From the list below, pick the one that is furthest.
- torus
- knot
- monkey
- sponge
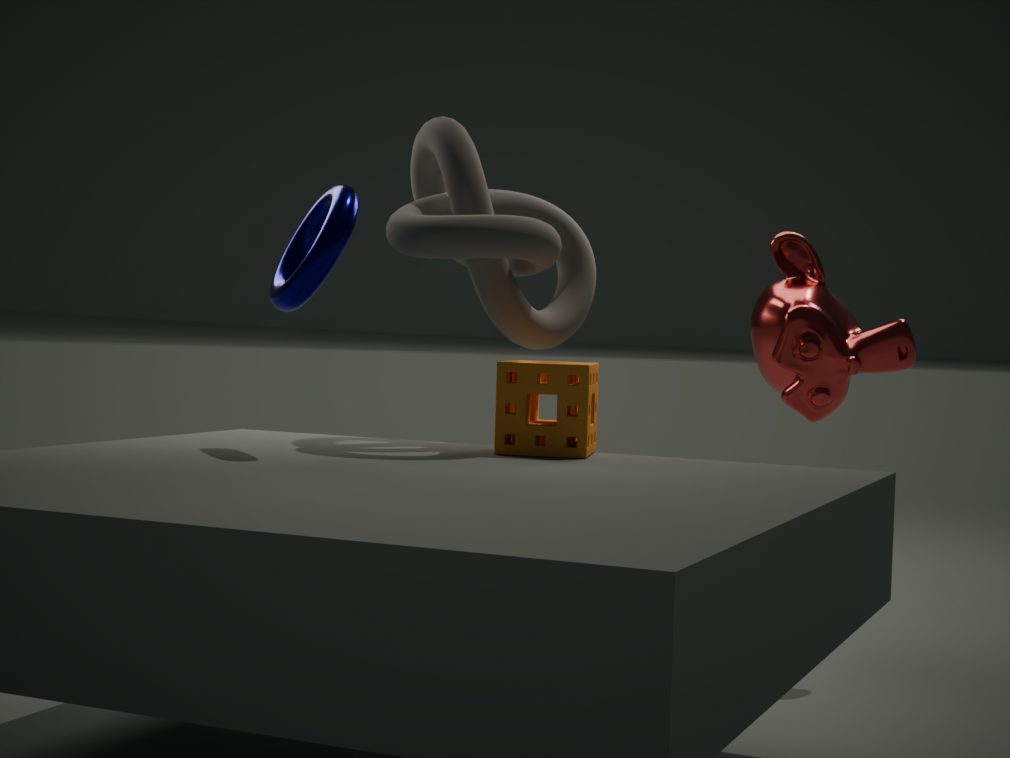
monkey
